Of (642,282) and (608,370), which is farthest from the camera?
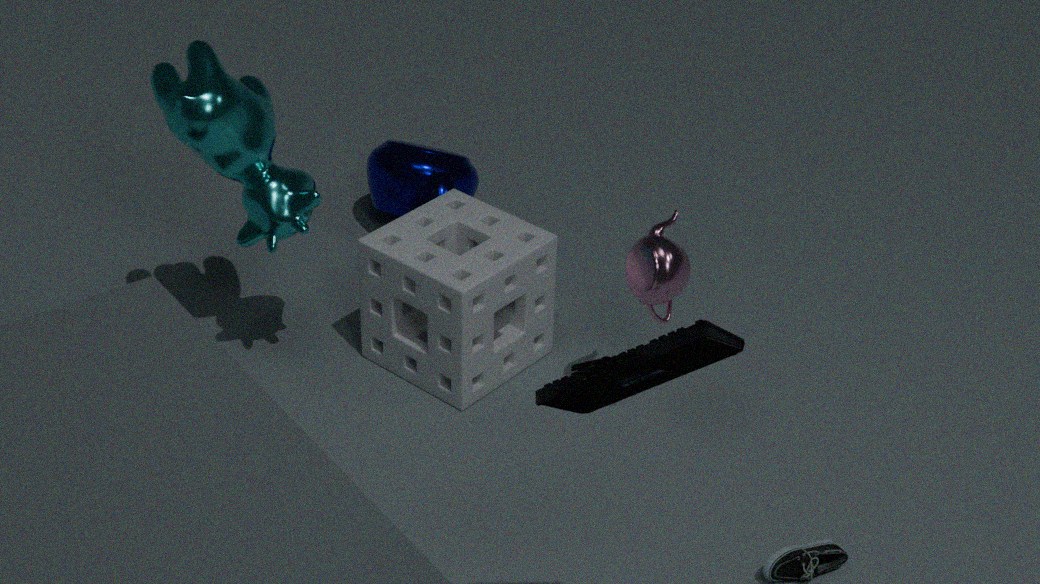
(642,282)
